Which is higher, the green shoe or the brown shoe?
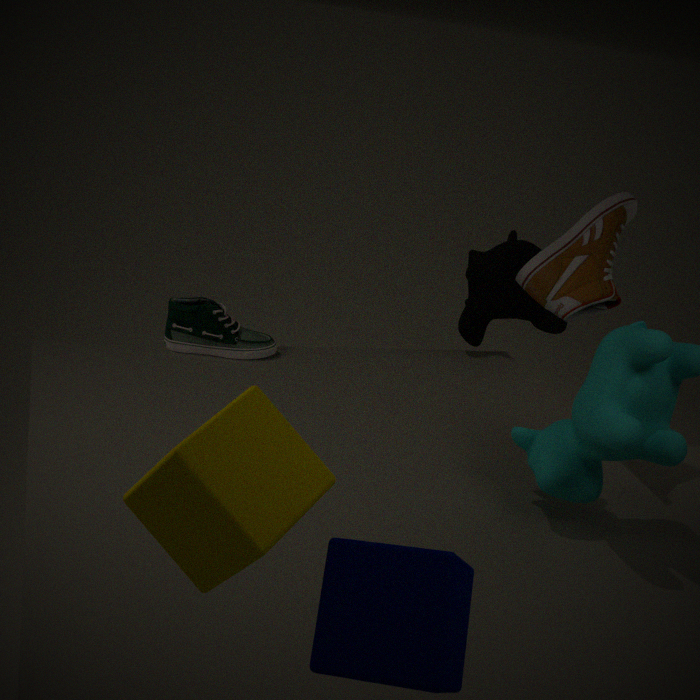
the brown shoe
